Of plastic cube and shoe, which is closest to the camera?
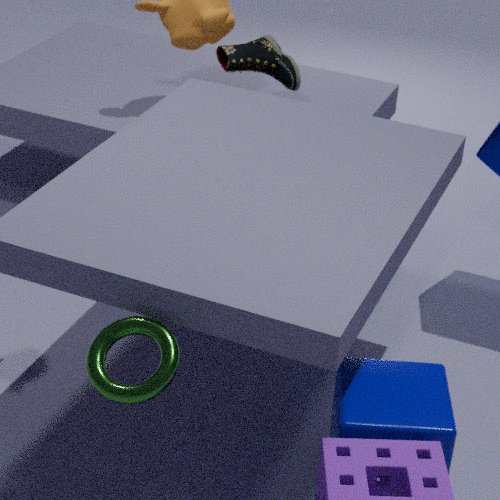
plastic cube
